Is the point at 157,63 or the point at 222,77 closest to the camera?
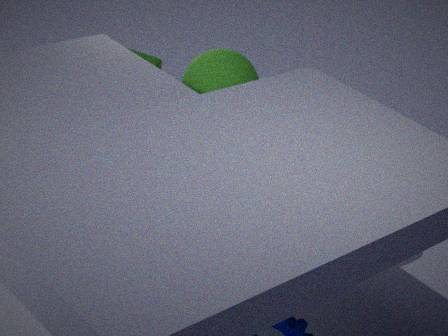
the point at 222,77
